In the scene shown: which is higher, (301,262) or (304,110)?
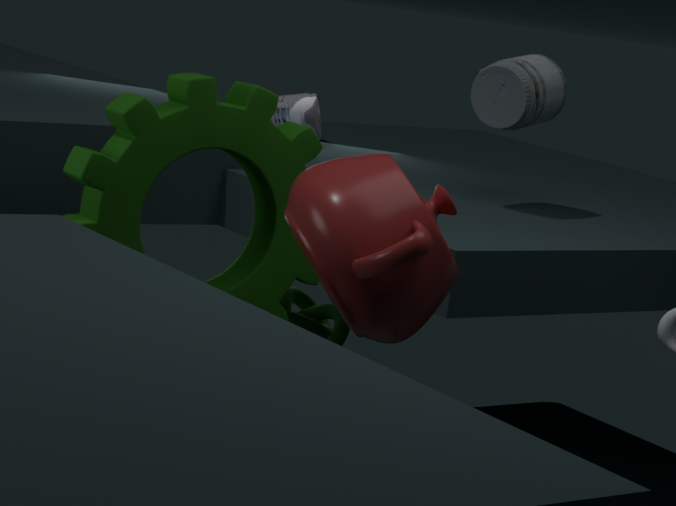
(304,110)
